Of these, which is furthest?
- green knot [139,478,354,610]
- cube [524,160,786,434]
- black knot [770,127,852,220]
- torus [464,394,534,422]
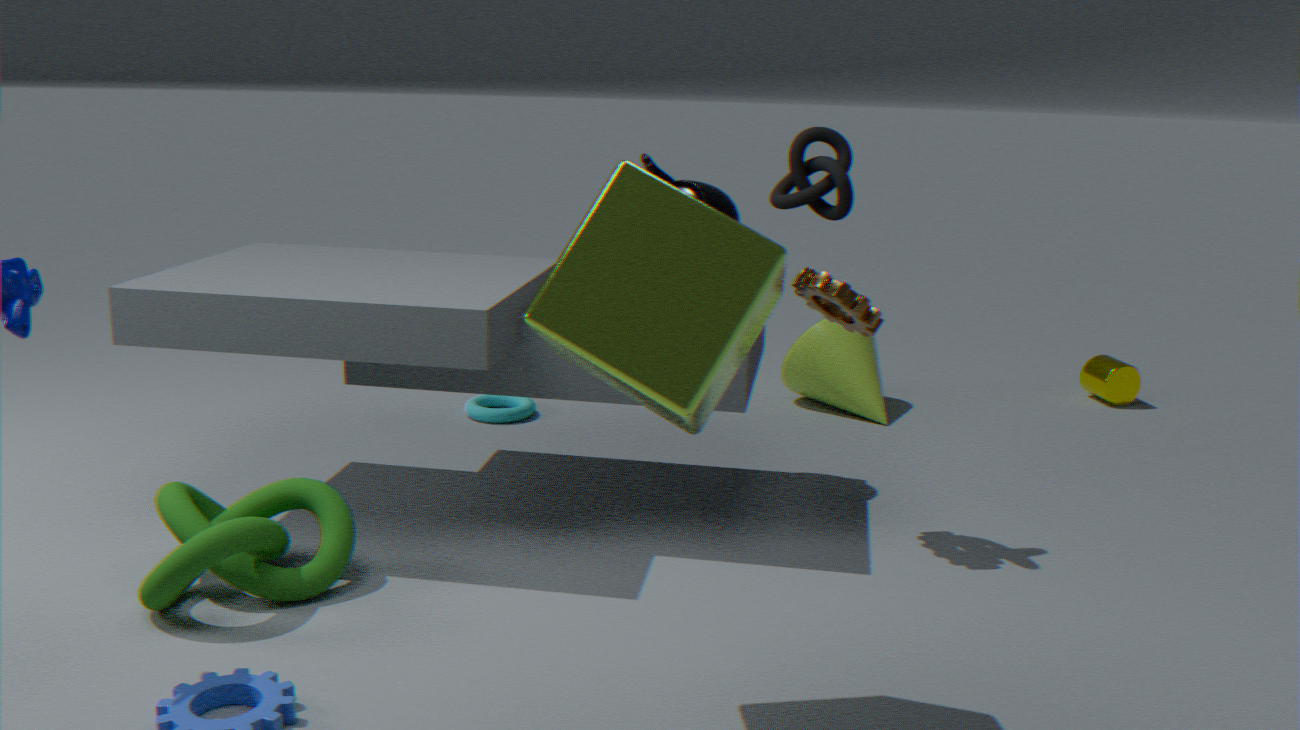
torus [464,394,534,422]
